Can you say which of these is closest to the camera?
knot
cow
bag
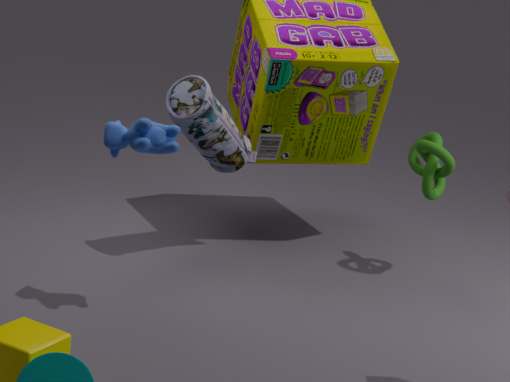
cow
